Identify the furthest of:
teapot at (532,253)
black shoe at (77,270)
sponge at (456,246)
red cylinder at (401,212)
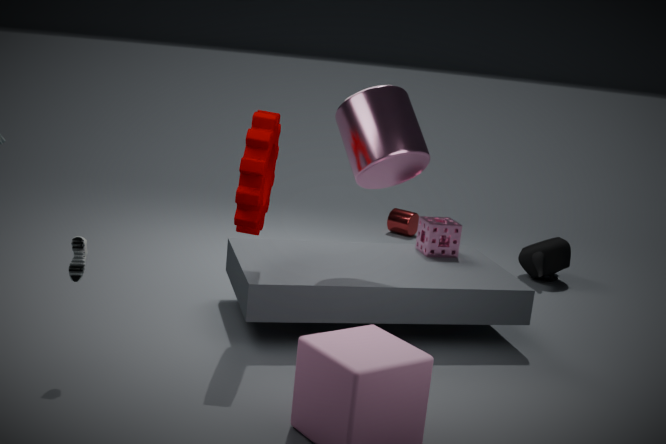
red cylinder at (401,212)
